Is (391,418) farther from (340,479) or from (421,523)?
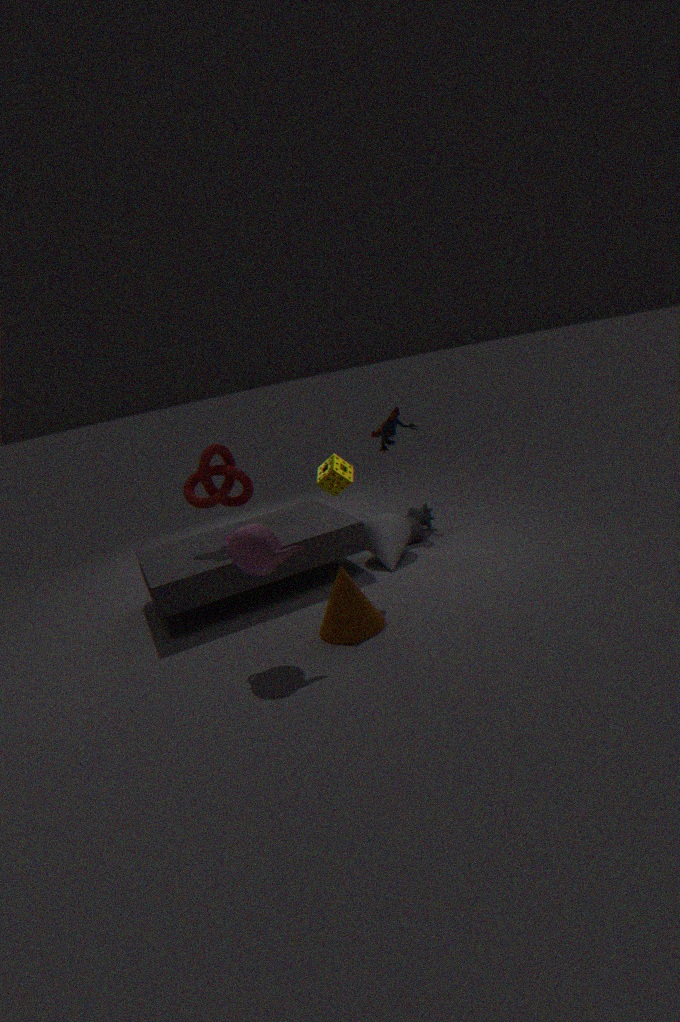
(340,479)
